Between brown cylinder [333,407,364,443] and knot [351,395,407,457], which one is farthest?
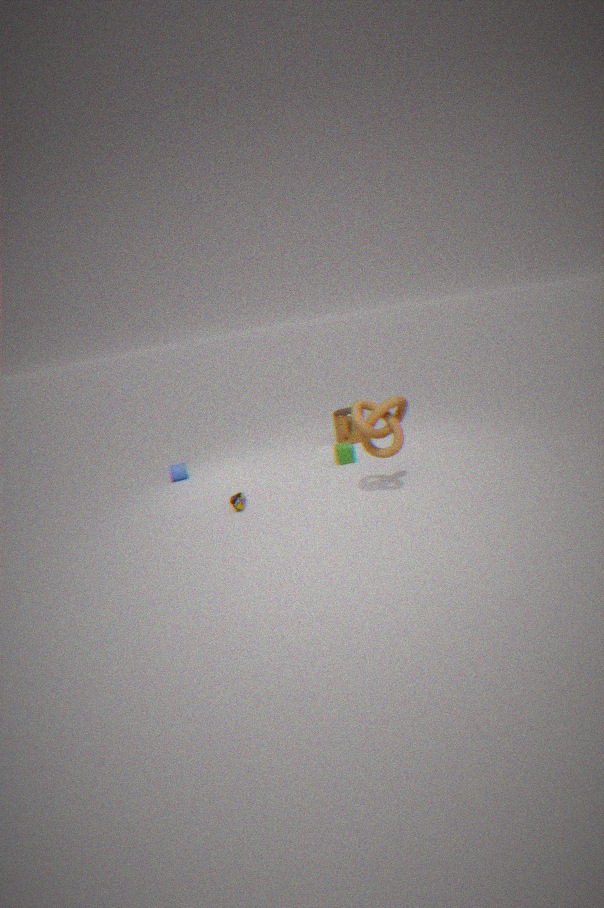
brown cylinder [333,407,364,443]
